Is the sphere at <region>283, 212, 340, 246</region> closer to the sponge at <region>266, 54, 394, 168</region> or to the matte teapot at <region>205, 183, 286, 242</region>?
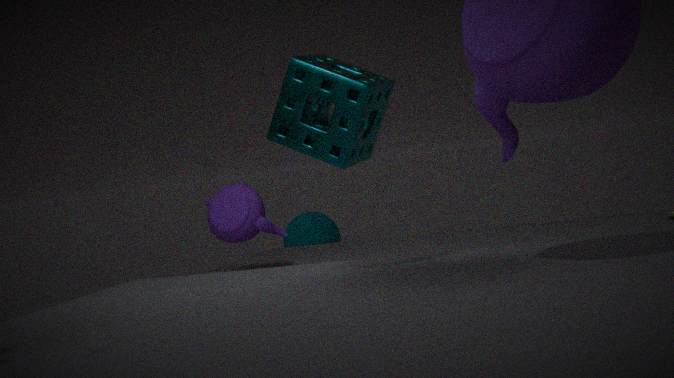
the matte teapot at <region>205, 183, 286, 242</region>
